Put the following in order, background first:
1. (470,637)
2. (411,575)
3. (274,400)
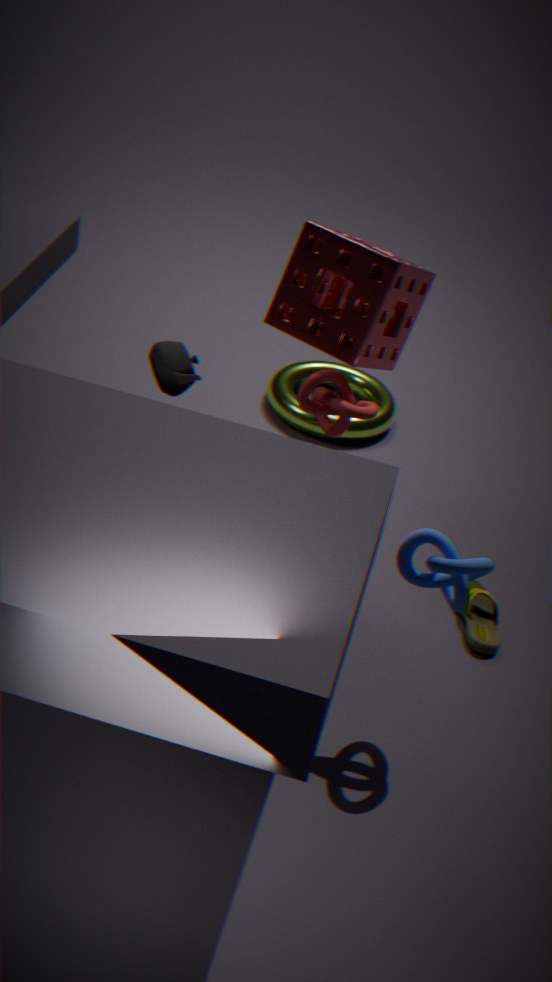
(274,400)
(470,637)
(411,575)
